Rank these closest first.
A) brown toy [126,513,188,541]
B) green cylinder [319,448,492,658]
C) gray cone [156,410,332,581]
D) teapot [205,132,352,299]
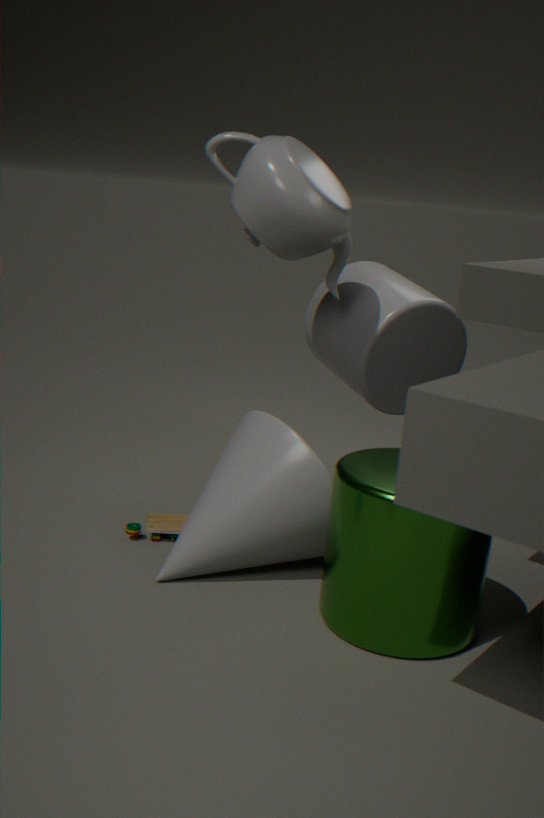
green cylinder [319,448,492,658] → gray cone [156,410,332,581] → teapot [205,132,352,299] → brown toy [126,513,188,541]
